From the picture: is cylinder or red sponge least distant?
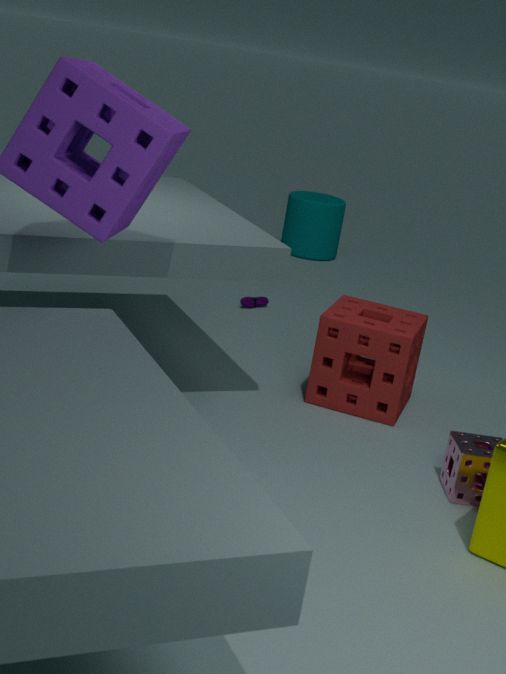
red sponge
